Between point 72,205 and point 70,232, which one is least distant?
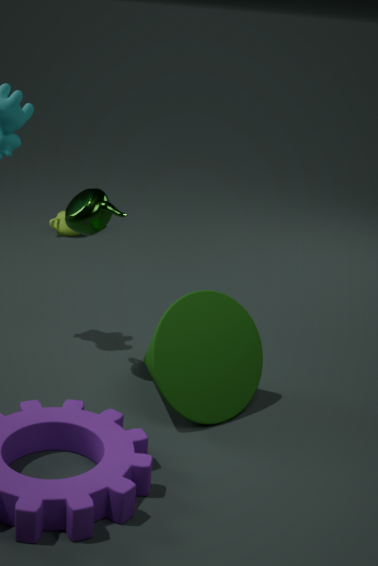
point 72,205
